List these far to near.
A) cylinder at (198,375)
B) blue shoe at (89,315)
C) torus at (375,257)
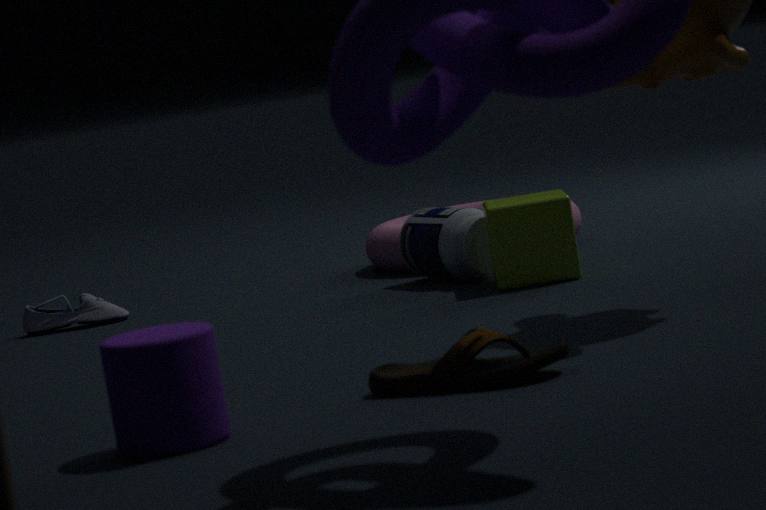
1. C. torus at (375,257)
2. B. blue shoe at (89,315)
3. A. cylinder at (198,375)
